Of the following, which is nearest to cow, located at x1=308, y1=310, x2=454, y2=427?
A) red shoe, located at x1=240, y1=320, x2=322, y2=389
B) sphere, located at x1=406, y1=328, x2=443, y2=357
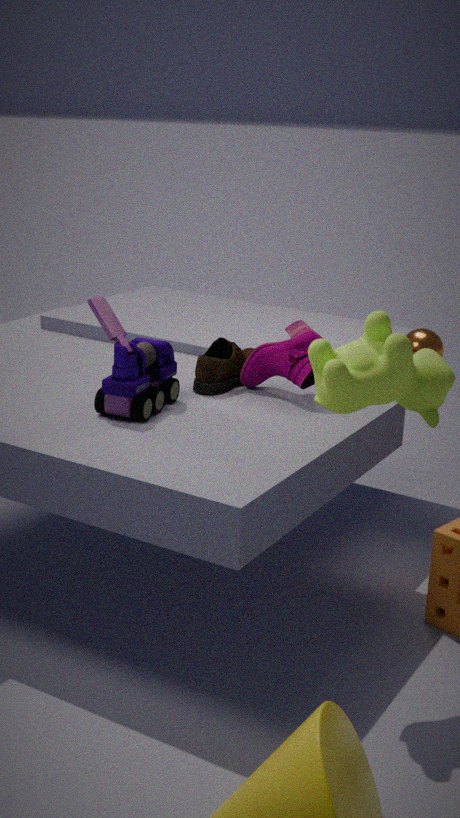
red shoe, located at x1=240, y1=320, x2=322, y2=389
